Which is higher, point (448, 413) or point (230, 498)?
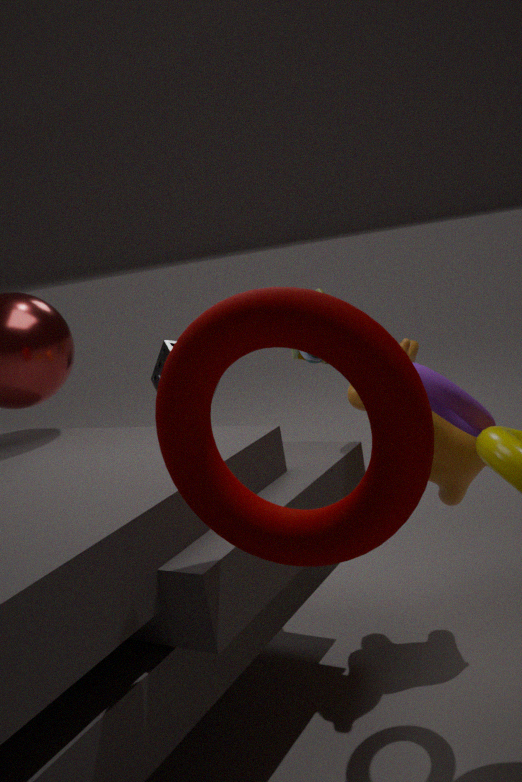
point (230, 498)
